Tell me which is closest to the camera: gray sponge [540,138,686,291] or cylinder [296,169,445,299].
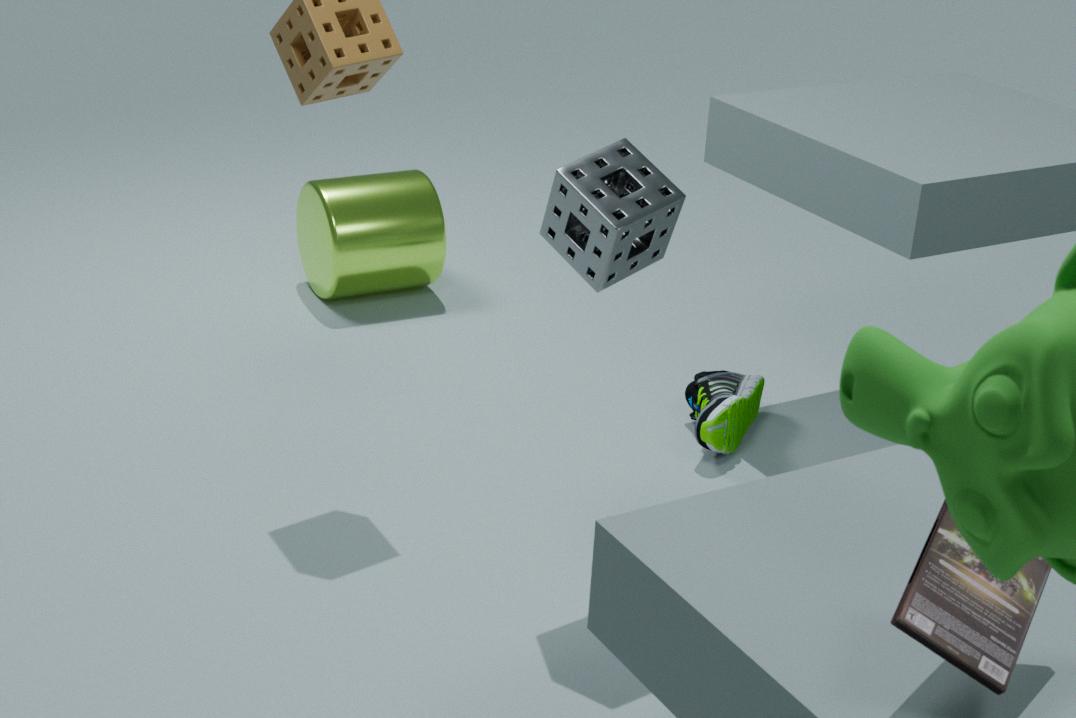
gray sponge [540,138,686,291]
